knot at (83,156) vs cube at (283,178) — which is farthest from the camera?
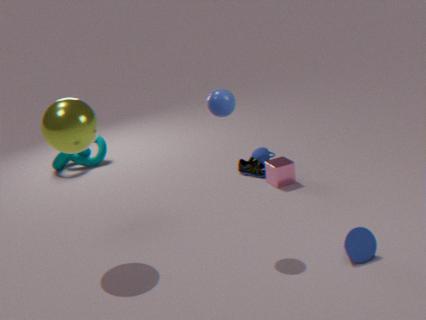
knot at (83,156)
